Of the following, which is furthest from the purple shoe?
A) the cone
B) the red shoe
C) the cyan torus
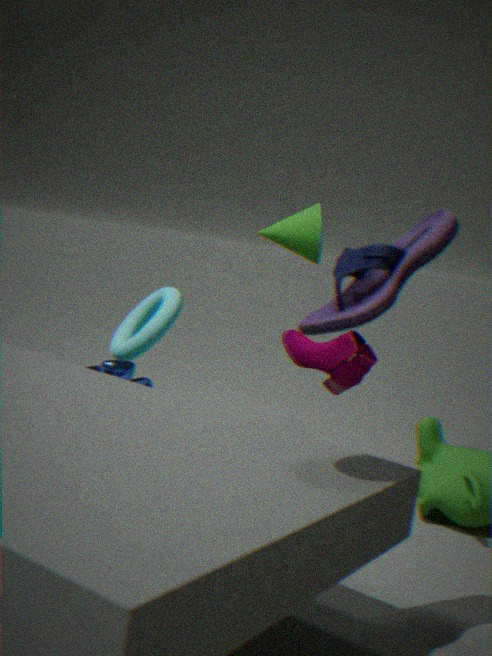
the cone
